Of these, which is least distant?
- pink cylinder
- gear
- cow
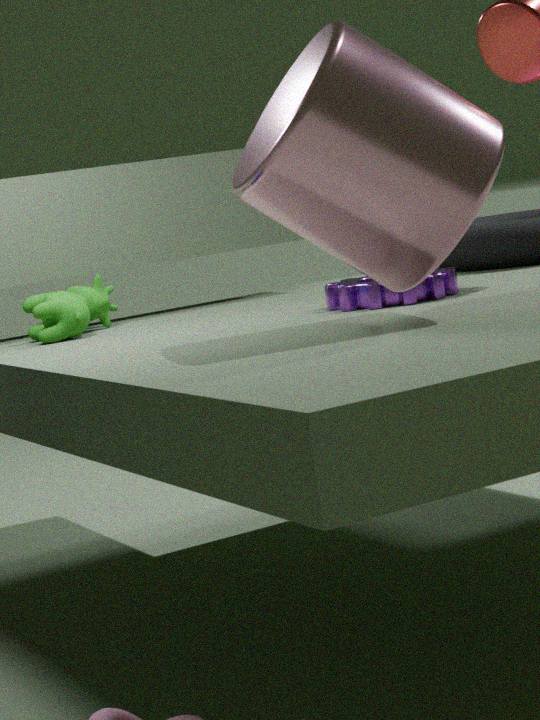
pink cylinder
